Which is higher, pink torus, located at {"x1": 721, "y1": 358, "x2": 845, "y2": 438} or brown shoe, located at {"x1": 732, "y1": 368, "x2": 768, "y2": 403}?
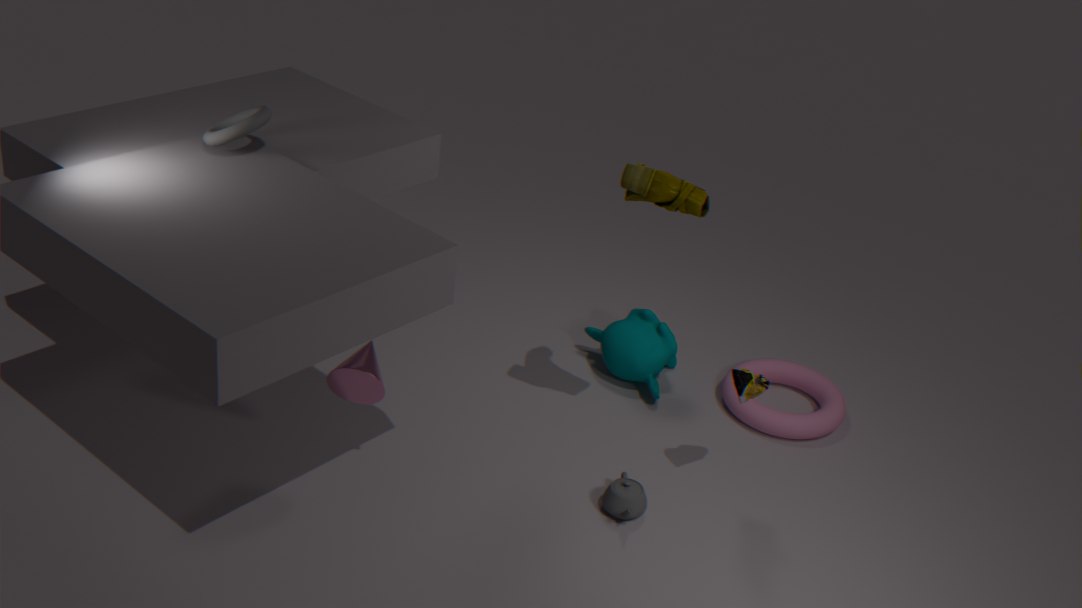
brown shoe, located at {"x1": 732, "y1": 368, "x2": 768, "y2": 403}
